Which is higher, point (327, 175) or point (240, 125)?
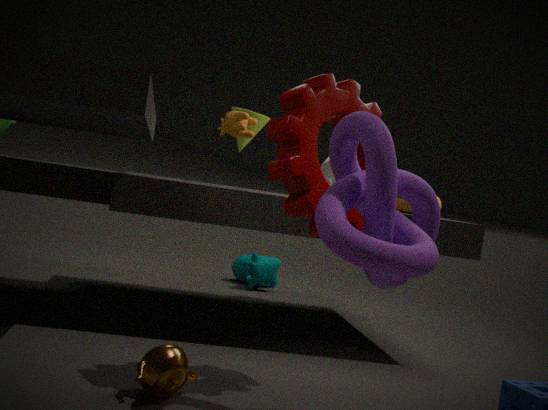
point (240, 125)
